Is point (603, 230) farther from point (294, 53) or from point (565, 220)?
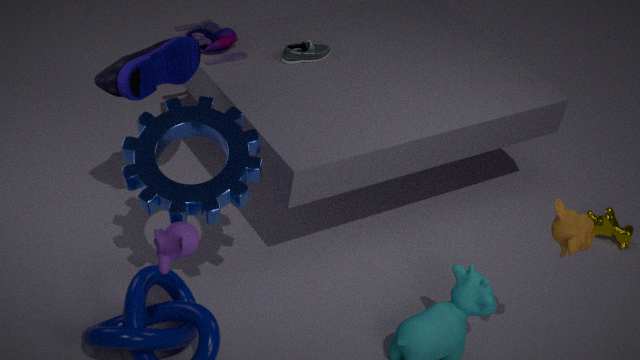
point (294, 53)
